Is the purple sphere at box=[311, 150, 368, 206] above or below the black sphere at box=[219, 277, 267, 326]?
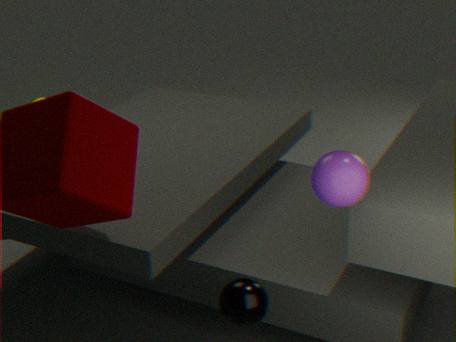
above
